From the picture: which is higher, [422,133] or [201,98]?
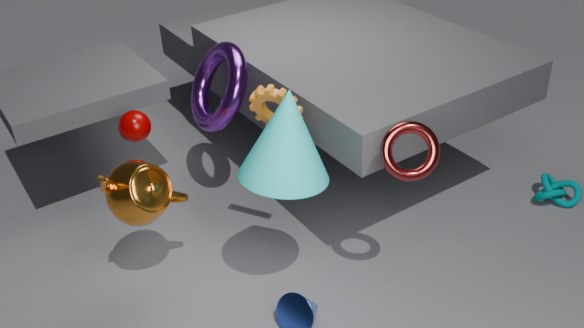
[422,133]
